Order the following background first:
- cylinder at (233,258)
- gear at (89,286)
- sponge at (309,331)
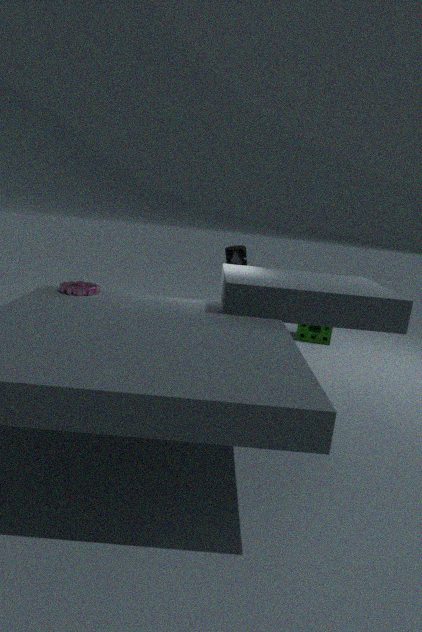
Result: sponge at (309,331) < cylinder at (233,258) < gear at (89,286)
